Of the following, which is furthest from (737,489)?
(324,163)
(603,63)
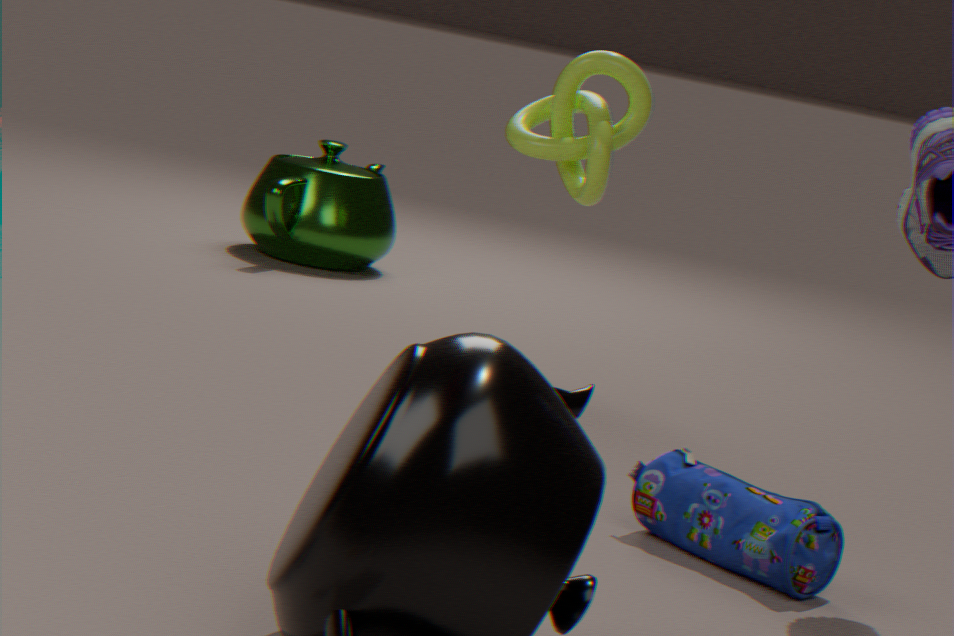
(324,163)
